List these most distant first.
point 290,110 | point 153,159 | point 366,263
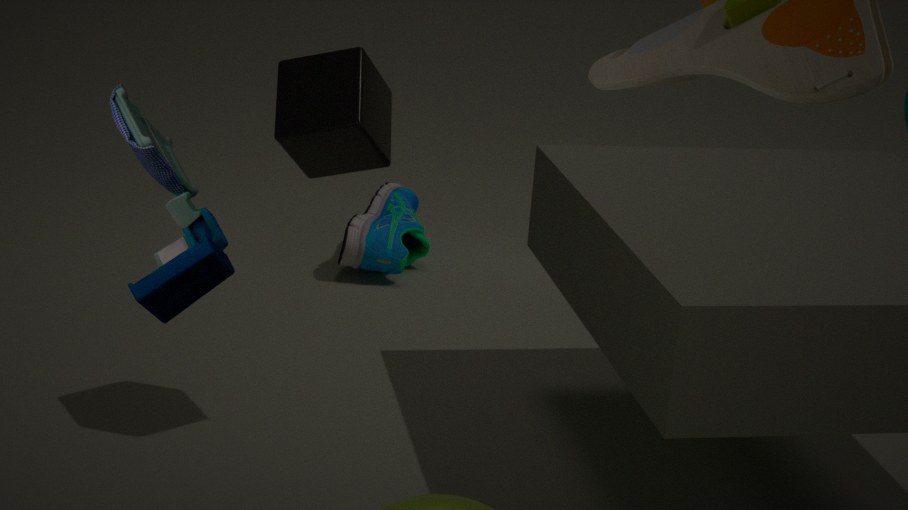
point 366,263
point 290,110
point 153,159
